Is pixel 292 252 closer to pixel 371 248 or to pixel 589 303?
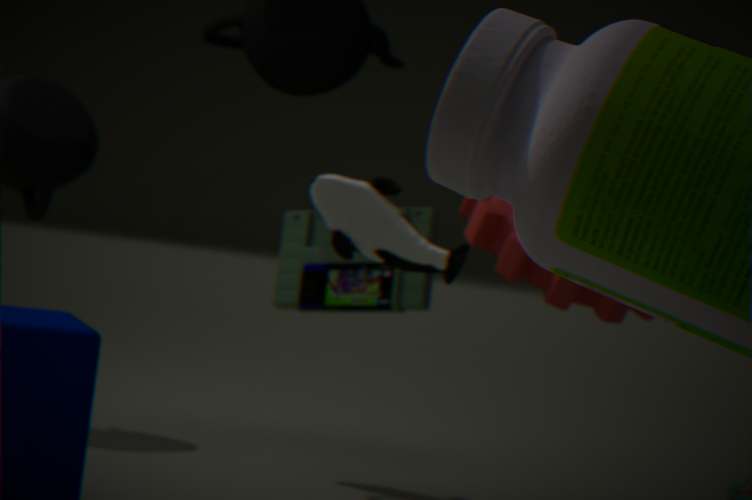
pixel 589 303
